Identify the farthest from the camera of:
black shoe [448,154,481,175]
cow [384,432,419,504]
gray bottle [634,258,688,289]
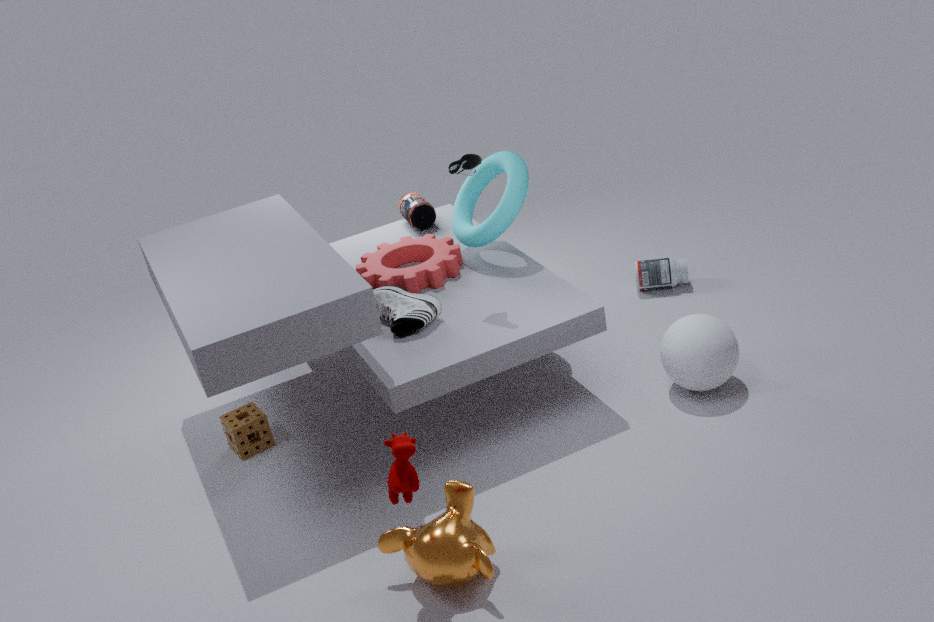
gray bottle [634,258,688,289]
